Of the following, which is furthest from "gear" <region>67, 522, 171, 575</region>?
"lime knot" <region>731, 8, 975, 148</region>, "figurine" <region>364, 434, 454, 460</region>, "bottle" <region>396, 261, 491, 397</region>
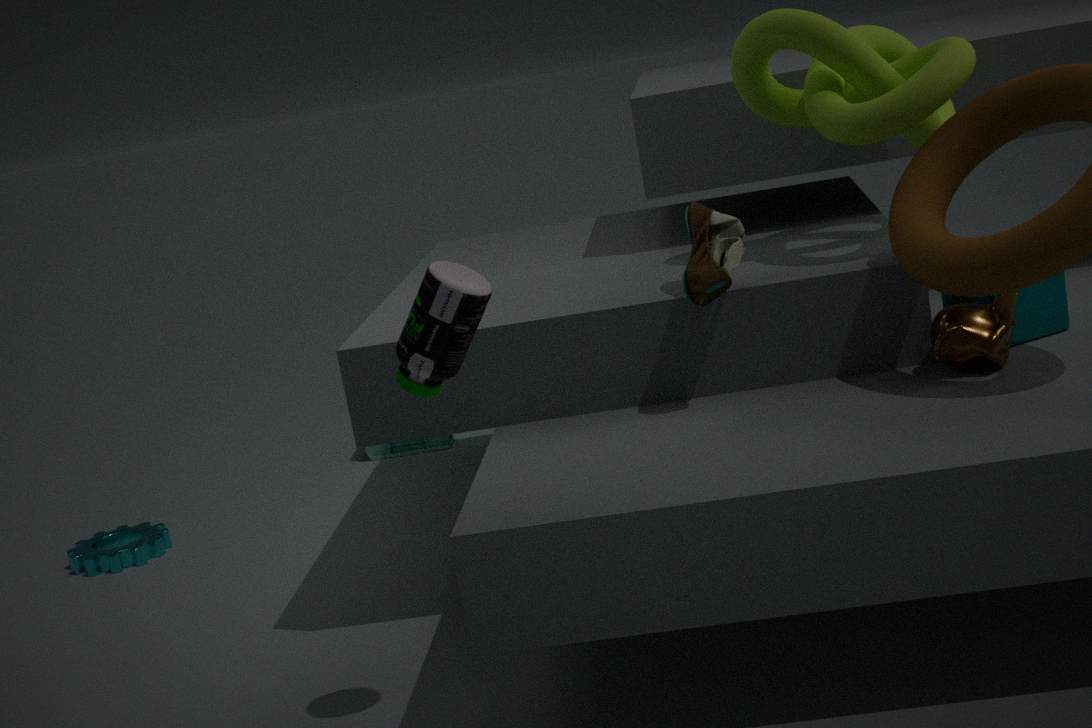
"lime knot" <region>731, 8, 975, 148</region>
